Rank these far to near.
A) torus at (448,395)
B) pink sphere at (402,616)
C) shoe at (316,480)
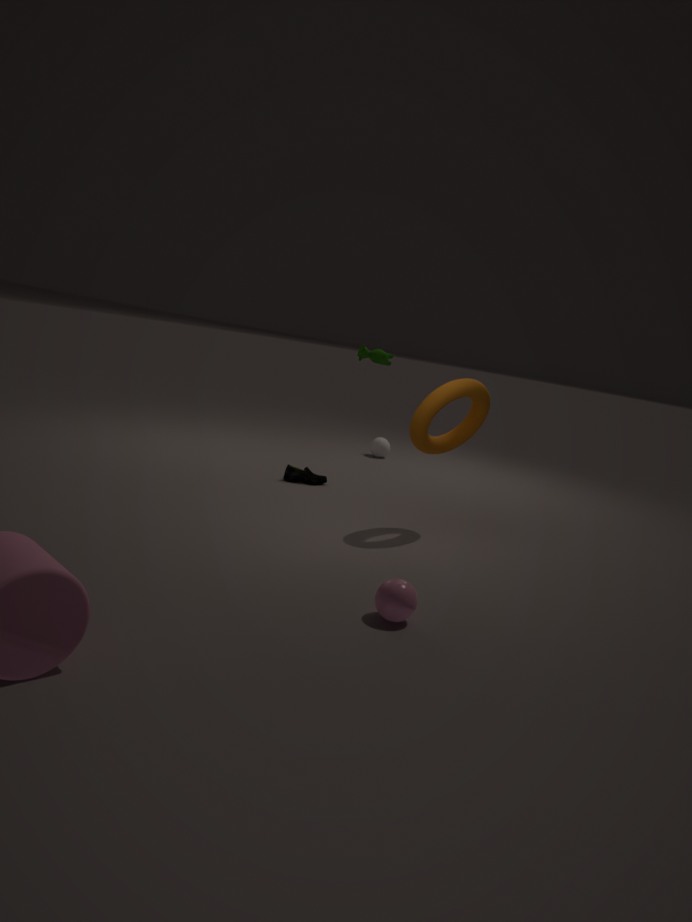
shoe at (316,480) < torus at (448,395) < pink sphere at (402,616)
